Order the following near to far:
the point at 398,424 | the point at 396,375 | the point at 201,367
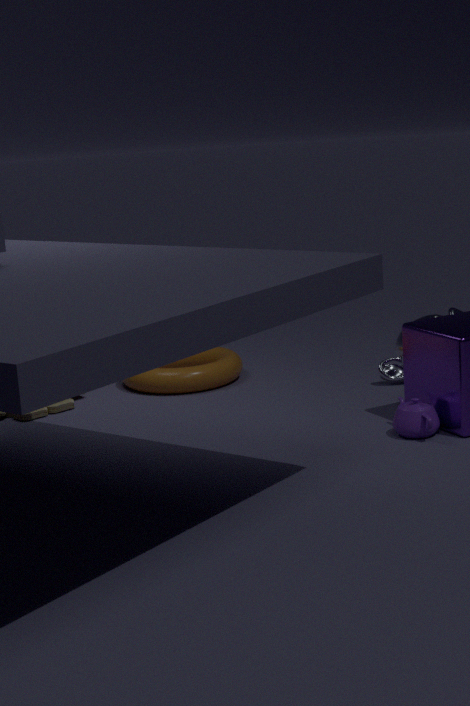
1. the point at 398,424
2. the point at 396,375
3. the point at 201,367
